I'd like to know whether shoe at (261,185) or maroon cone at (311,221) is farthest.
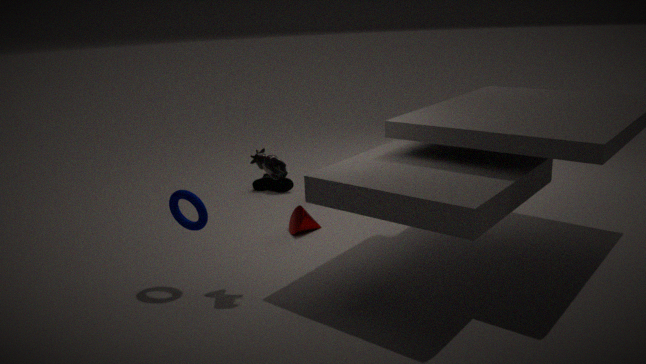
shoe at (261,185)
